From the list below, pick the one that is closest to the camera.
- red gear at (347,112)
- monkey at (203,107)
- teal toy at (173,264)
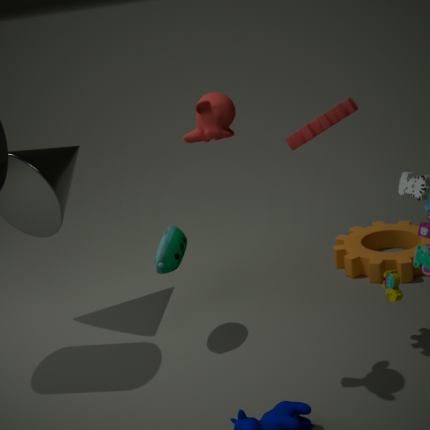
monkey at (203,107)
